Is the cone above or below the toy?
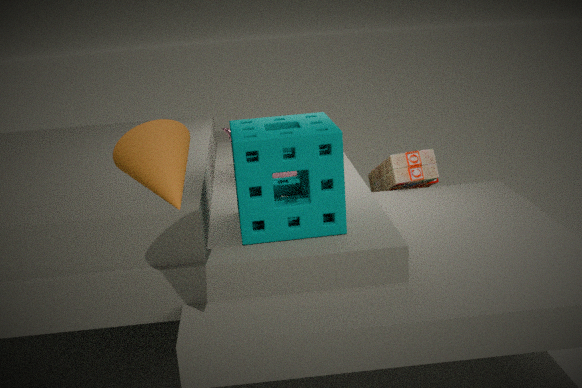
above
